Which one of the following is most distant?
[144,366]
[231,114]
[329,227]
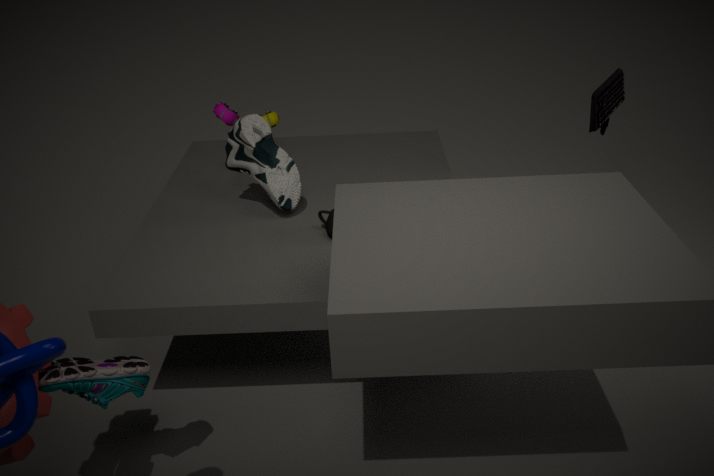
[231,114]
